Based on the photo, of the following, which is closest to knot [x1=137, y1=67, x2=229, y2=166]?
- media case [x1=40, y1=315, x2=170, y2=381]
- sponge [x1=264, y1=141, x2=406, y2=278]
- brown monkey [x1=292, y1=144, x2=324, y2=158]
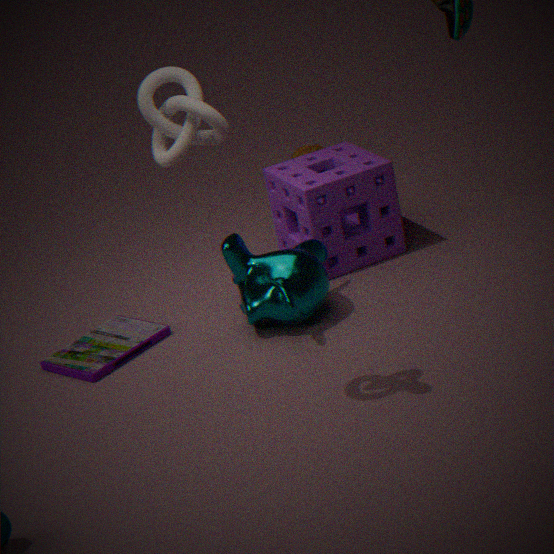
media case [x1=40, y1=315, x2=170, y2=381]
